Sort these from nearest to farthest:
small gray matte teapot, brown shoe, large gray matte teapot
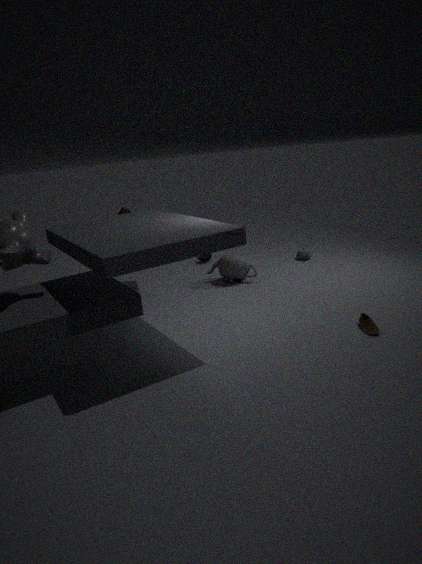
brown shoe, large gray matte teapot, small gray matte teapot
